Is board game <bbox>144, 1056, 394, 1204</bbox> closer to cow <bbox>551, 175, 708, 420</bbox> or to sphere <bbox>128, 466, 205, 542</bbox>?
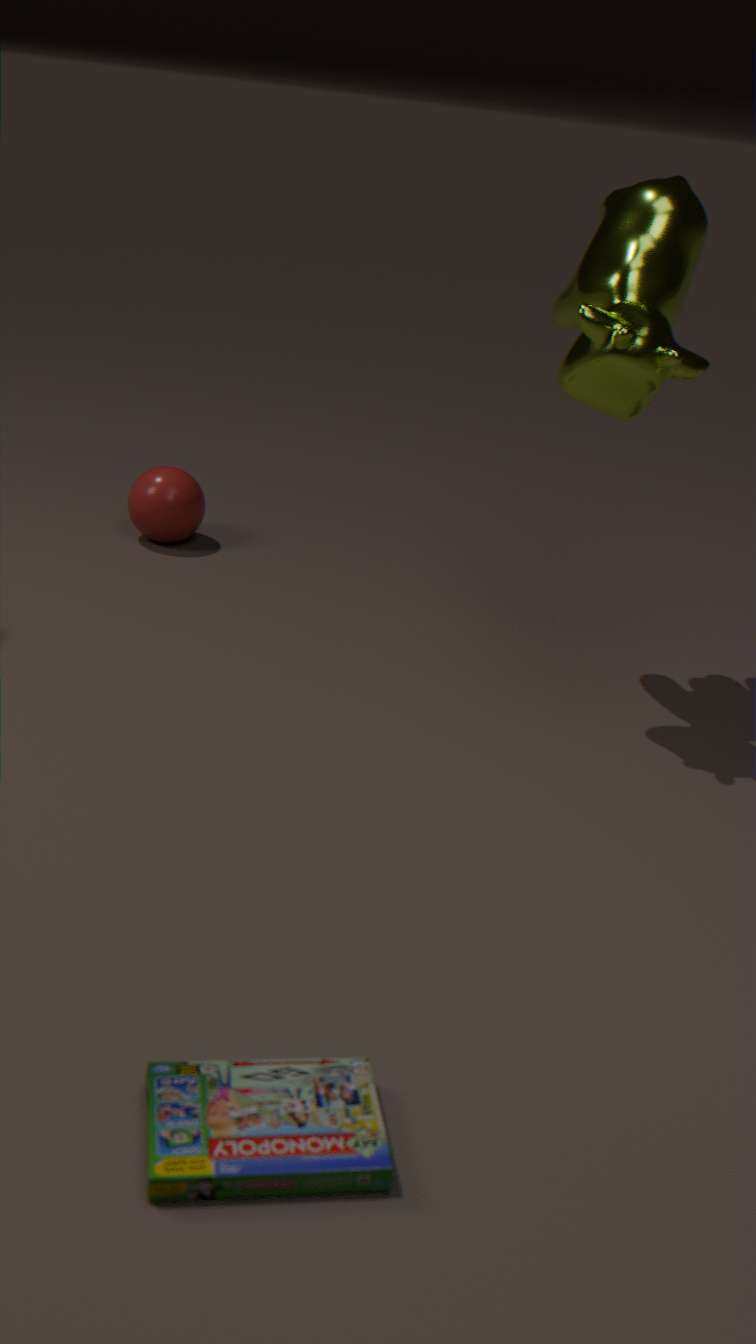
cow <bbox>551, 175, 708, 420</bbox>
